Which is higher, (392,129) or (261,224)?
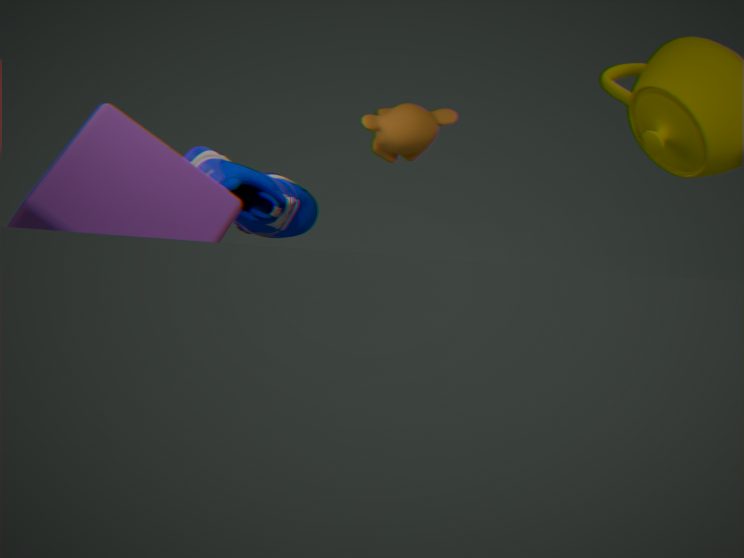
(392,129)
